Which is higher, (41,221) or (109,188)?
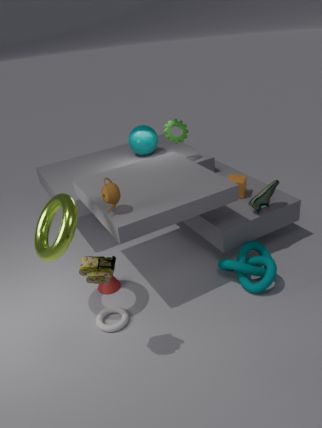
(109,188)
